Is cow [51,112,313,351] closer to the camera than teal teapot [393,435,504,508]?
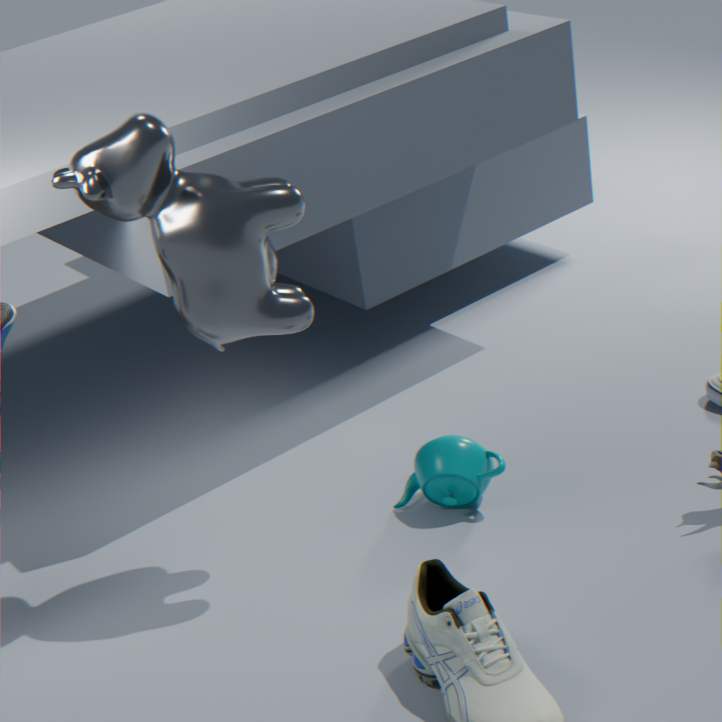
Yes
